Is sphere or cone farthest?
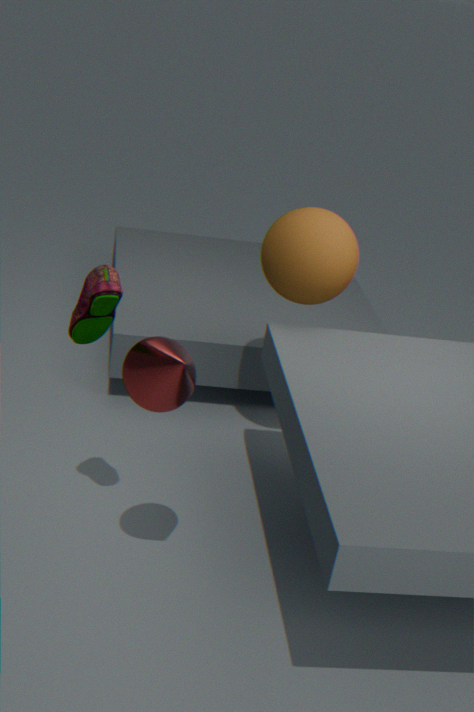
sphere
